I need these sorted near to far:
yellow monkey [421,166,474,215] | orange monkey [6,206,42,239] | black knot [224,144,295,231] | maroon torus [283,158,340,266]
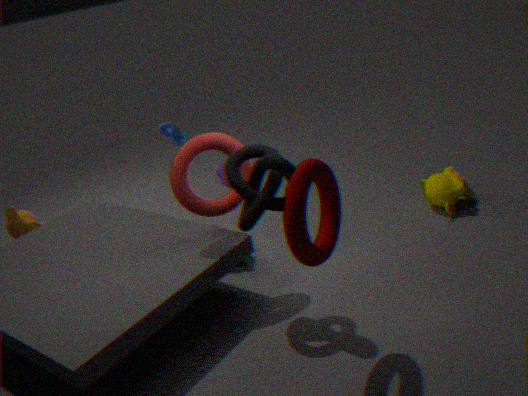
maroon torus [283,158,340,266] → black knot [224,144,295,231] → yellow monkey [421,166,474,215] → orange monkey [6,206,42,239]
